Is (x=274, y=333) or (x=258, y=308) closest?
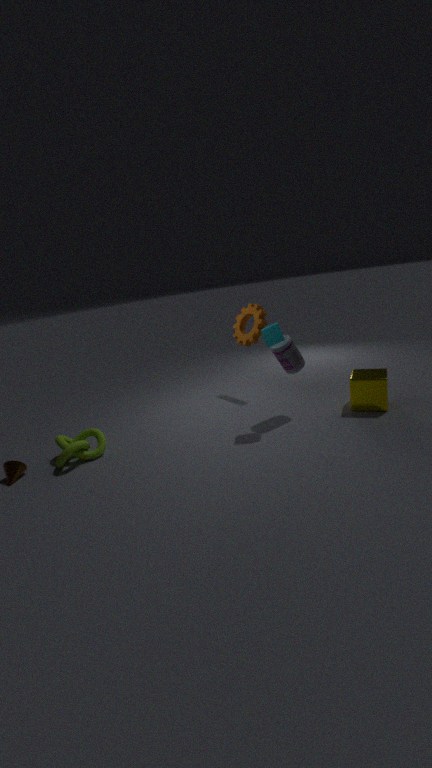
(x=274, y=333)
